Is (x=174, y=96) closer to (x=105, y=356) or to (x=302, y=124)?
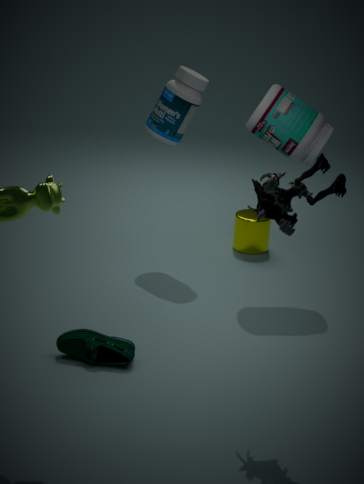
(x=302, y=124)
